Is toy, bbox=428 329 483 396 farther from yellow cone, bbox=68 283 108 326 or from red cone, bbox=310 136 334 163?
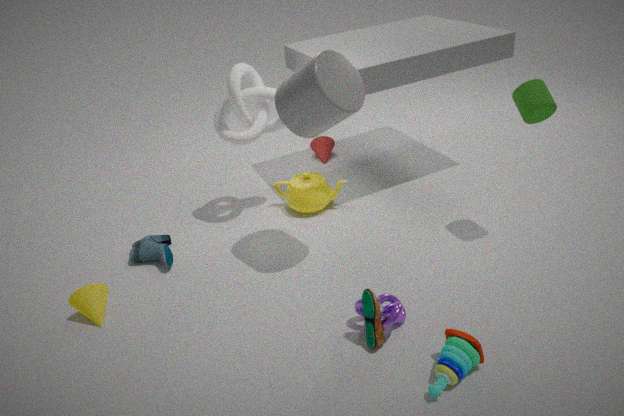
red cone, bbox=310 136 334 163
